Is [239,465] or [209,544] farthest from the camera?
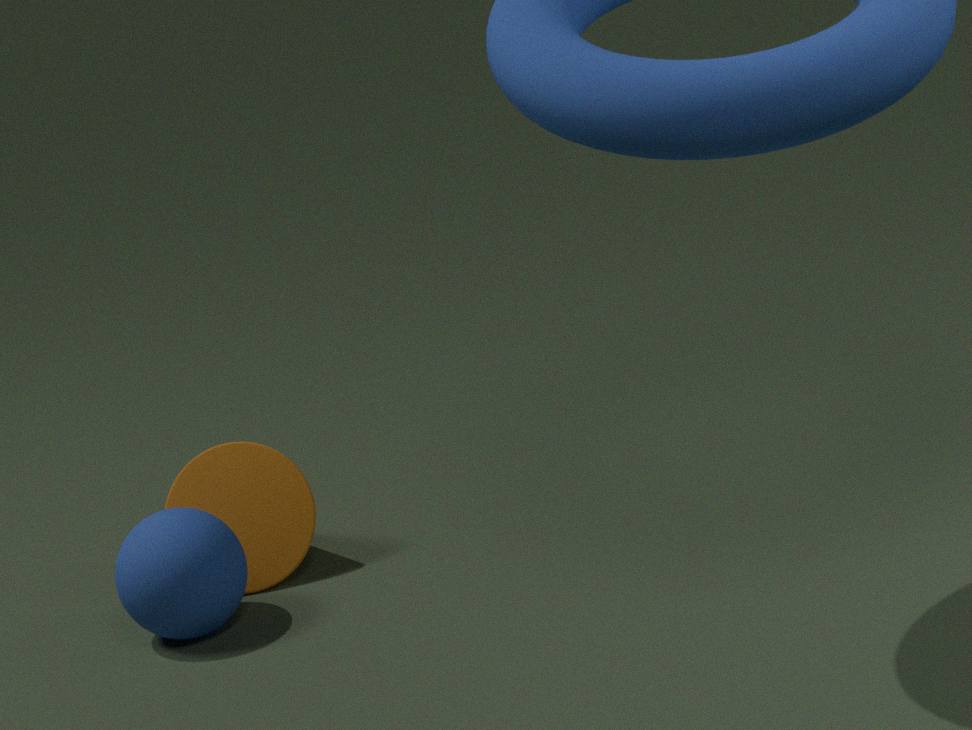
[239,465]
